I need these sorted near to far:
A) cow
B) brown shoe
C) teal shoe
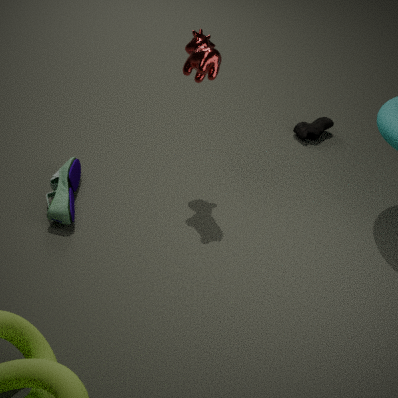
cow < teal shoe < brown shoe
